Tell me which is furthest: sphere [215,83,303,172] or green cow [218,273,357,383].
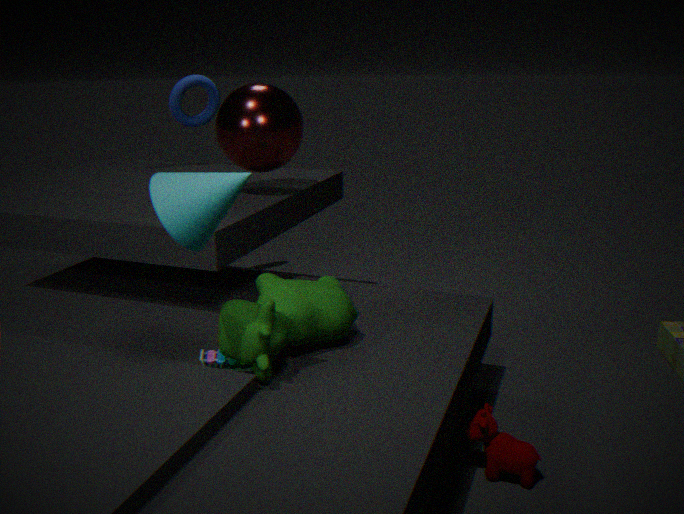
sphere [215,83,303,172]
